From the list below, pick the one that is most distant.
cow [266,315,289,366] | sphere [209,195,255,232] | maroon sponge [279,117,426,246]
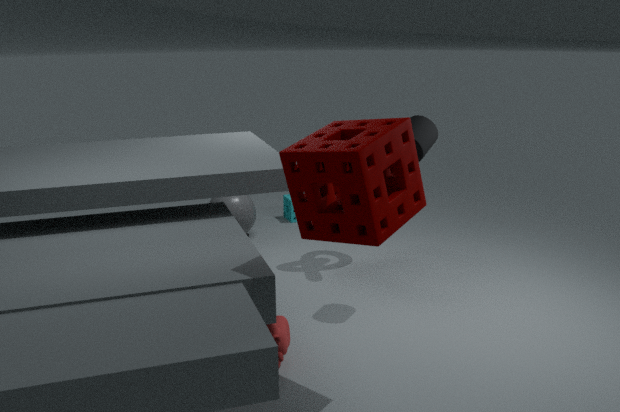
sphere [209,195,255,232]
